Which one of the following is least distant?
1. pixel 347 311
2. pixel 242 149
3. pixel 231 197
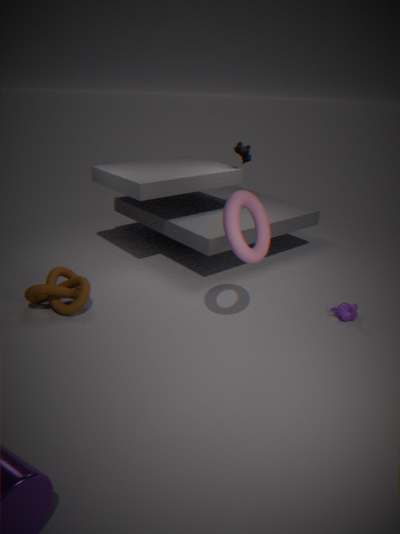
pixel 231 197
